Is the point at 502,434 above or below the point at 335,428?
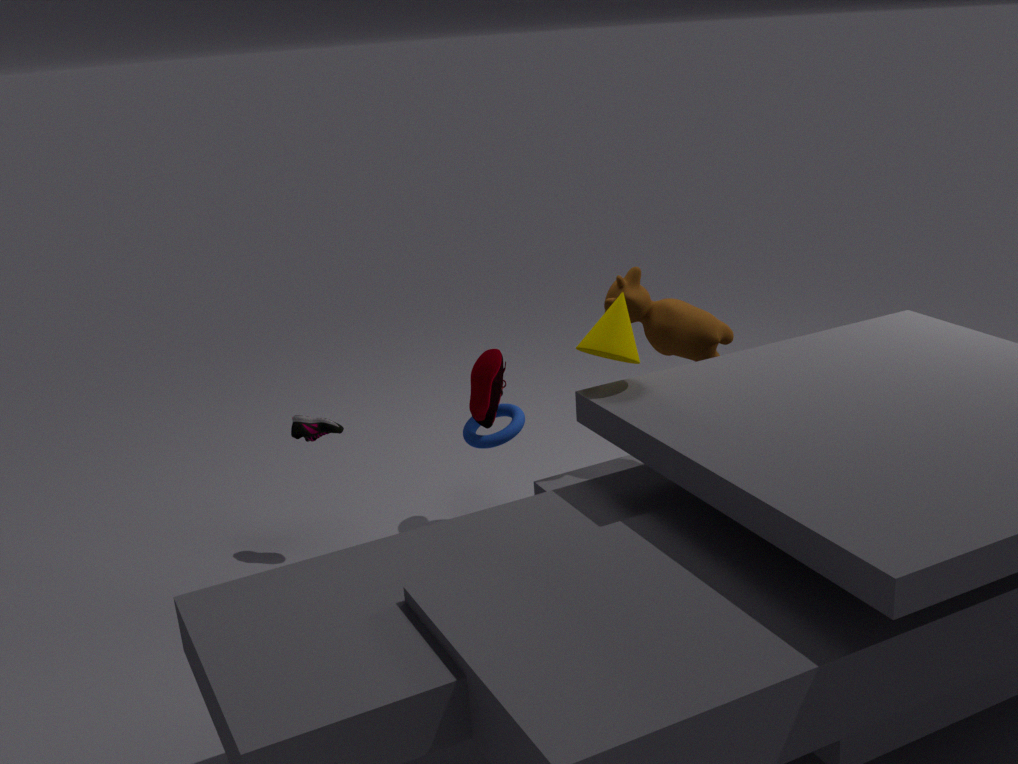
below
